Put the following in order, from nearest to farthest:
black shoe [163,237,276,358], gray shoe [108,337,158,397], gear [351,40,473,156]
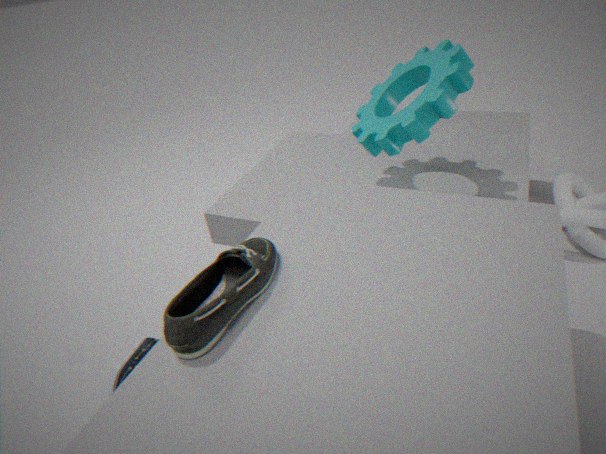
black shoe [163,237,276,358] < gear [351,40,473,156] < gray shoe [108,337,158,397]
